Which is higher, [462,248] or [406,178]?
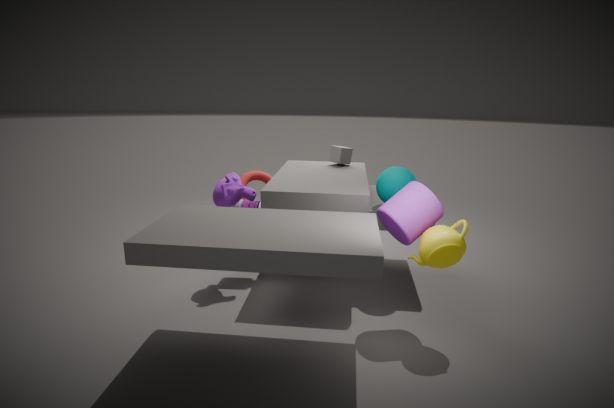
[406,178]
